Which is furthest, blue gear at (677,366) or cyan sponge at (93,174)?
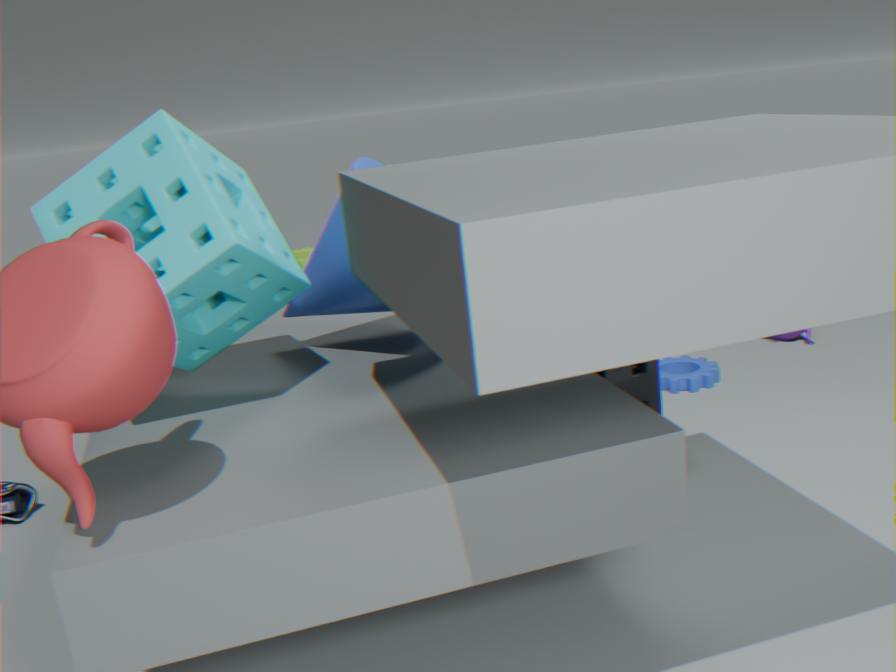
blue gear at (677,366)
